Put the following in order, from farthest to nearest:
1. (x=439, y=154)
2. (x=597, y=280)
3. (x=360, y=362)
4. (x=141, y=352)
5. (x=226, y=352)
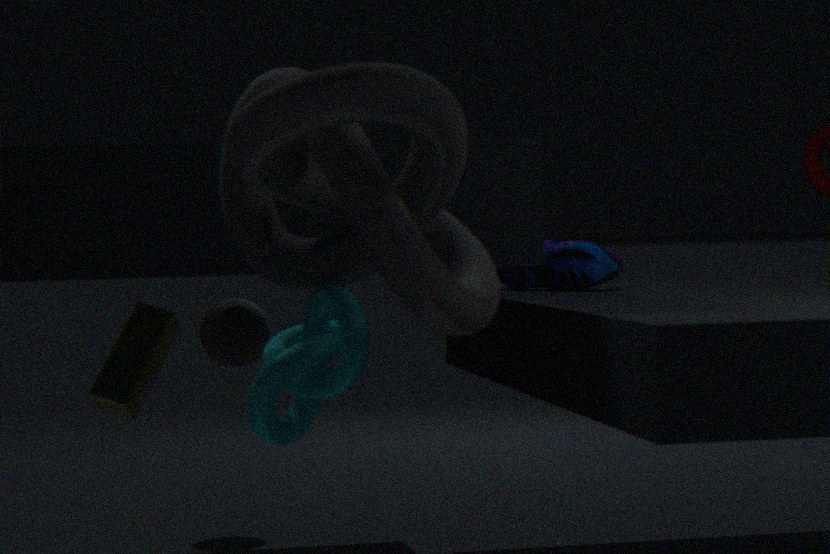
(x=226, y=352)
(x=141, y=352)
(x=597, y=280)
(x=360, y=362)
(x=439, y=154)
